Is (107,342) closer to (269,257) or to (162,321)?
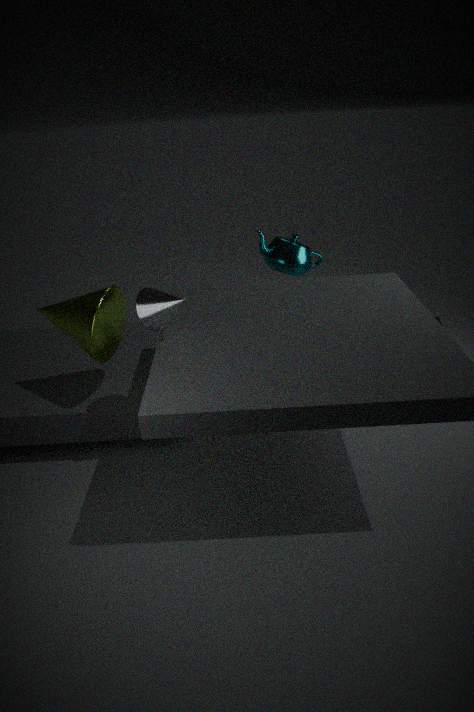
(162,321)
